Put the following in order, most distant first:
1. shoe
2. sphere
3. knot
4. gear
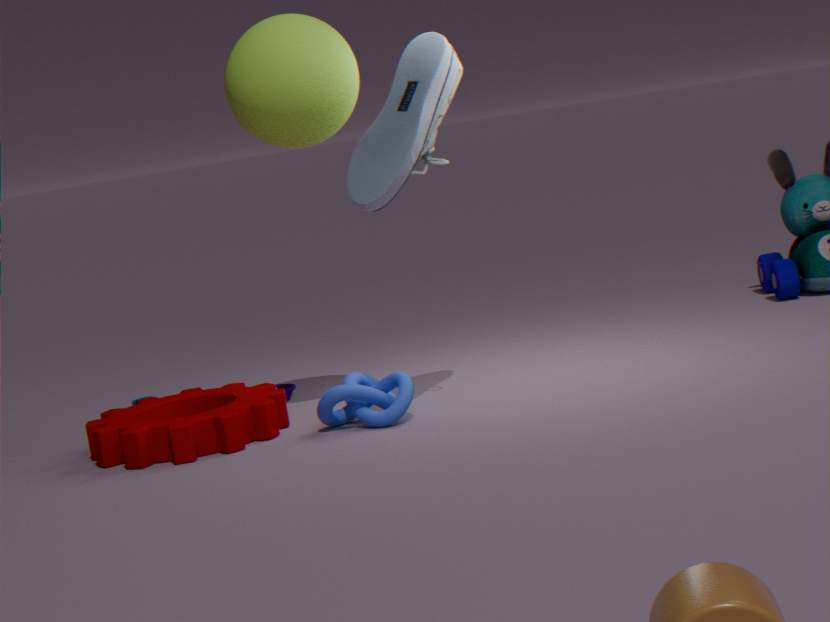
knot → gear → sphere → shoe
